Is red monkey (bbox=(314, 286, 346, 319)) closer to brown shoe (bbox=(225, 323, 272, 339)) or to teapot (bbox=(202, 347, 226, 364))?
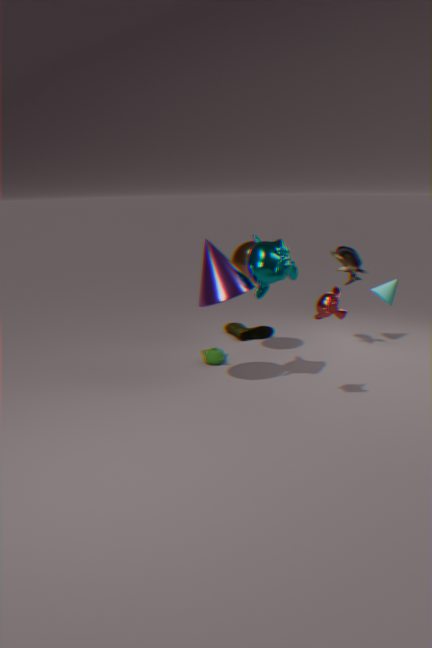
teapot (bbox=(202, 347, 226, 364))
